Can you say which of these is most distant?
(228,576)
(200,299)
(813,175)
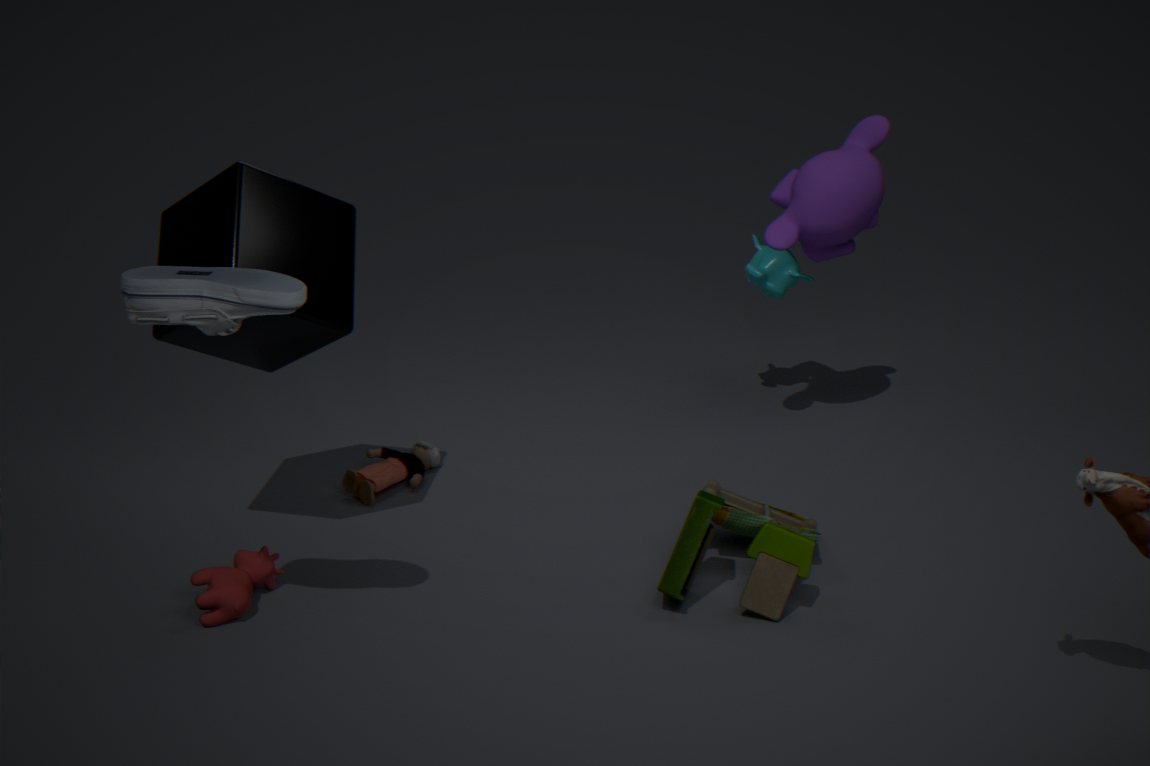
(813,175)
